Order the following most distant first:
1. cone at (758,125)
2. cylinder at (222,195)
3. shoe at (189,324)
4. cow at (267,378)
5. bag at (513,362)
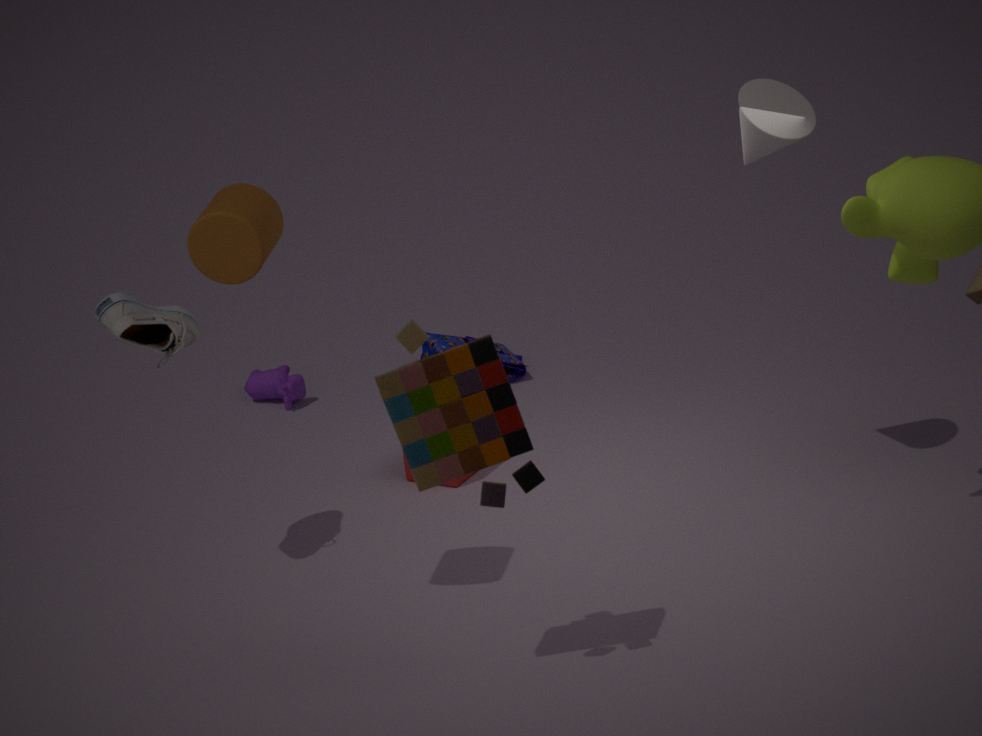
bag at (513,362), cow at (267,378), cone at (758,125), shoe at (189,324), cylinder at (222,195)
